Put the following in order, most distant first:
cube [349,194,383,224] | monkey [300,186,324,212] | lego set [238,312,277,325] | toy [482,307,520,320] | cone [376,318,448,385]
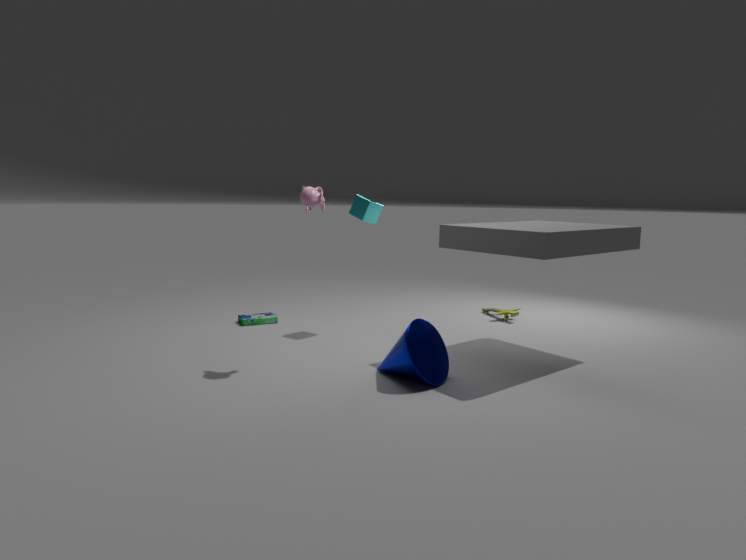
toy [482,307,520,320] → lego set [238,312,277,325] → cube [349,194,383,224] → monkey [300,186,324,212] → cone [376,318,448,385]
